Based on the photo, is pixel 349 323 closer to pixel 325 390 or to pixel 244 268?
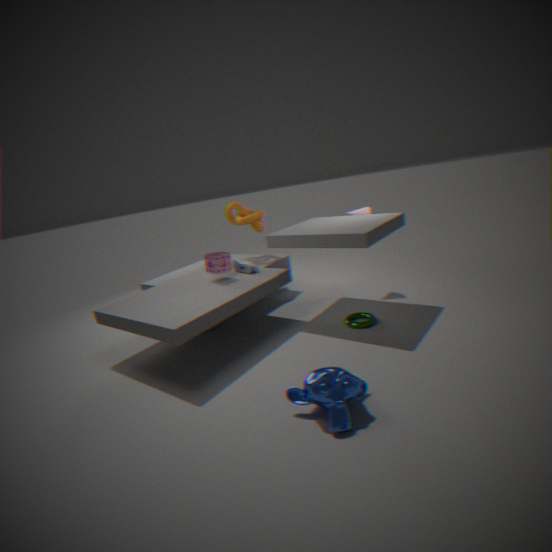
pixel 325 390
